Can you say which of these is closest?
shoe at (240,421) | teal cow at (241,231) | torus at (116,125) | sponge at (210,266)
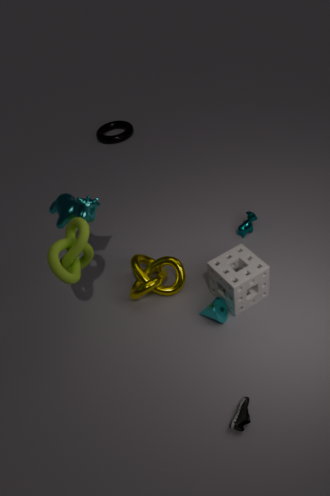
shoe at (240,421)
